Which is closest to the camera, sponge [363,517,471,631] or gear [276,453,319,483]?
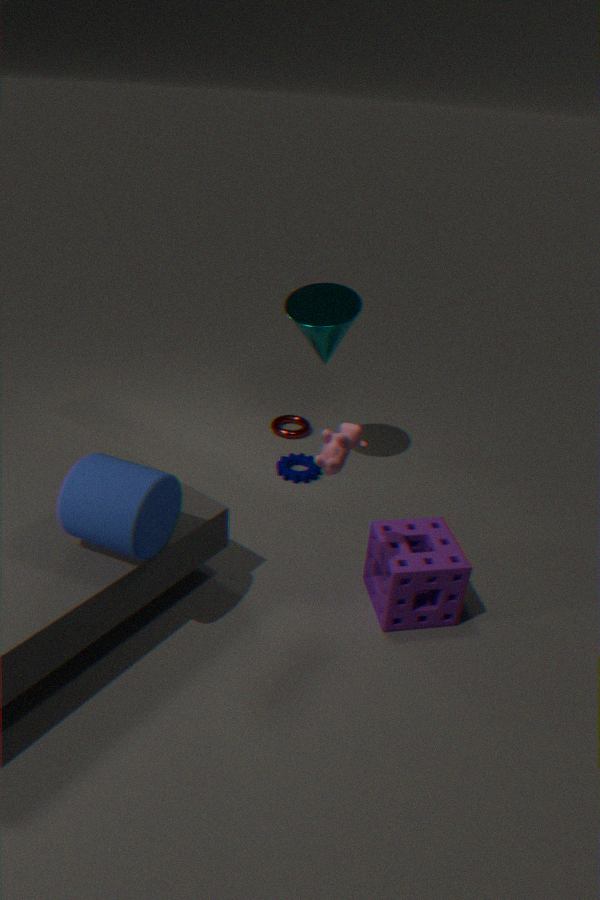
sponge [363,517,471,631]
